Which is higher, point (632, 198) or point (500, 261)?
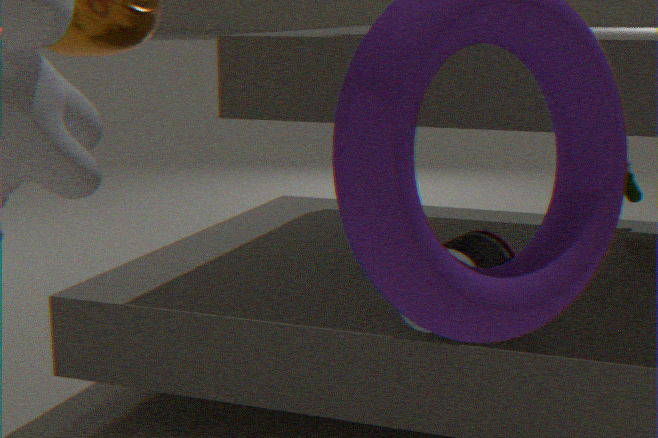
point (632, 198)
